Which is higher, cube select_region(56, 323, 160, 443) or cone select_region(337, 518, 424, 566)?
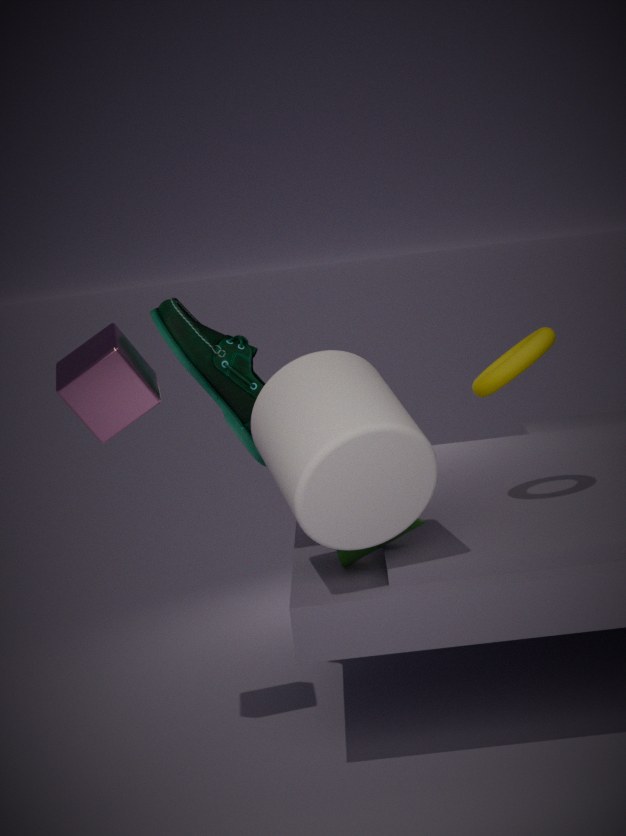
cube select_region(56, 323, 160, 443)
